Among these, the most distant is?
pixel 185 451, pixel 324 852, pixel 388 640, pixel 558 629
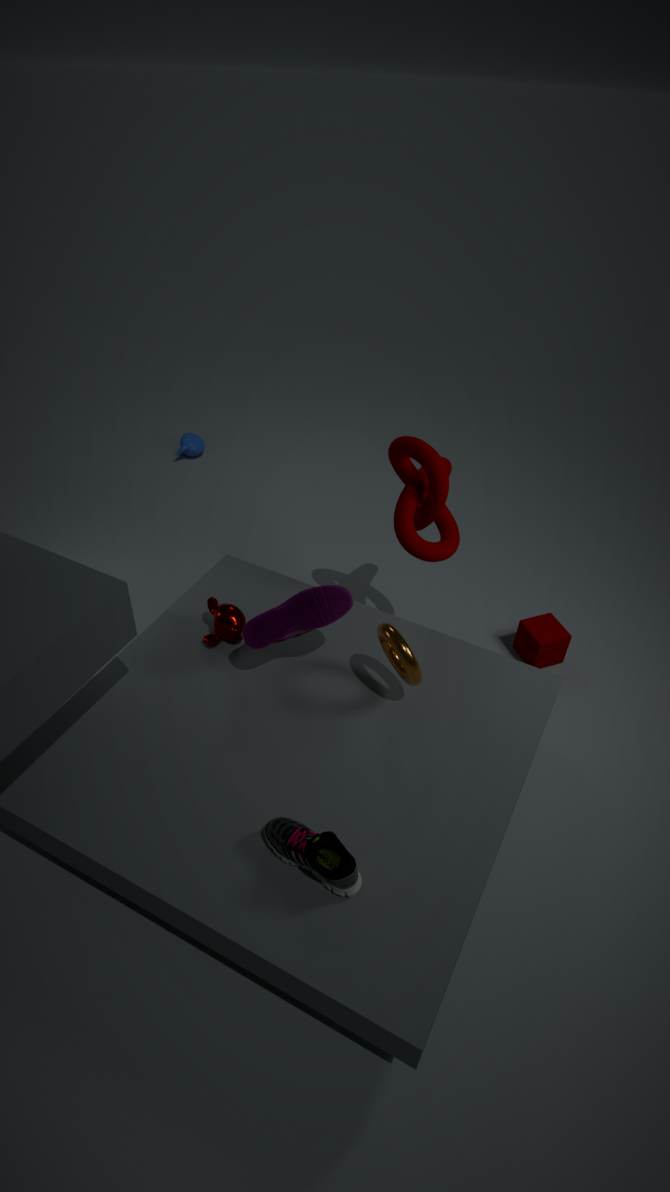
pixel 185 451
